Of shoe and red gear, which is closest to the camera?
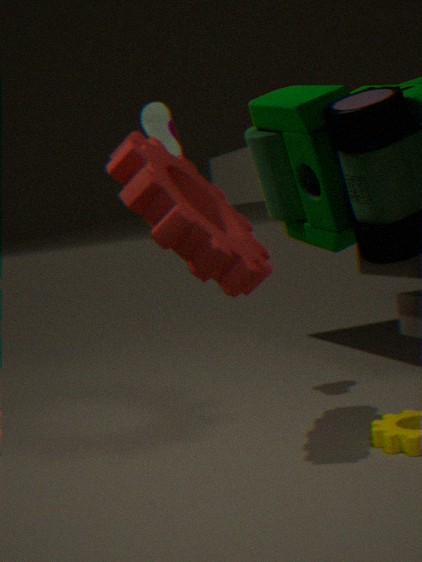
red gear
